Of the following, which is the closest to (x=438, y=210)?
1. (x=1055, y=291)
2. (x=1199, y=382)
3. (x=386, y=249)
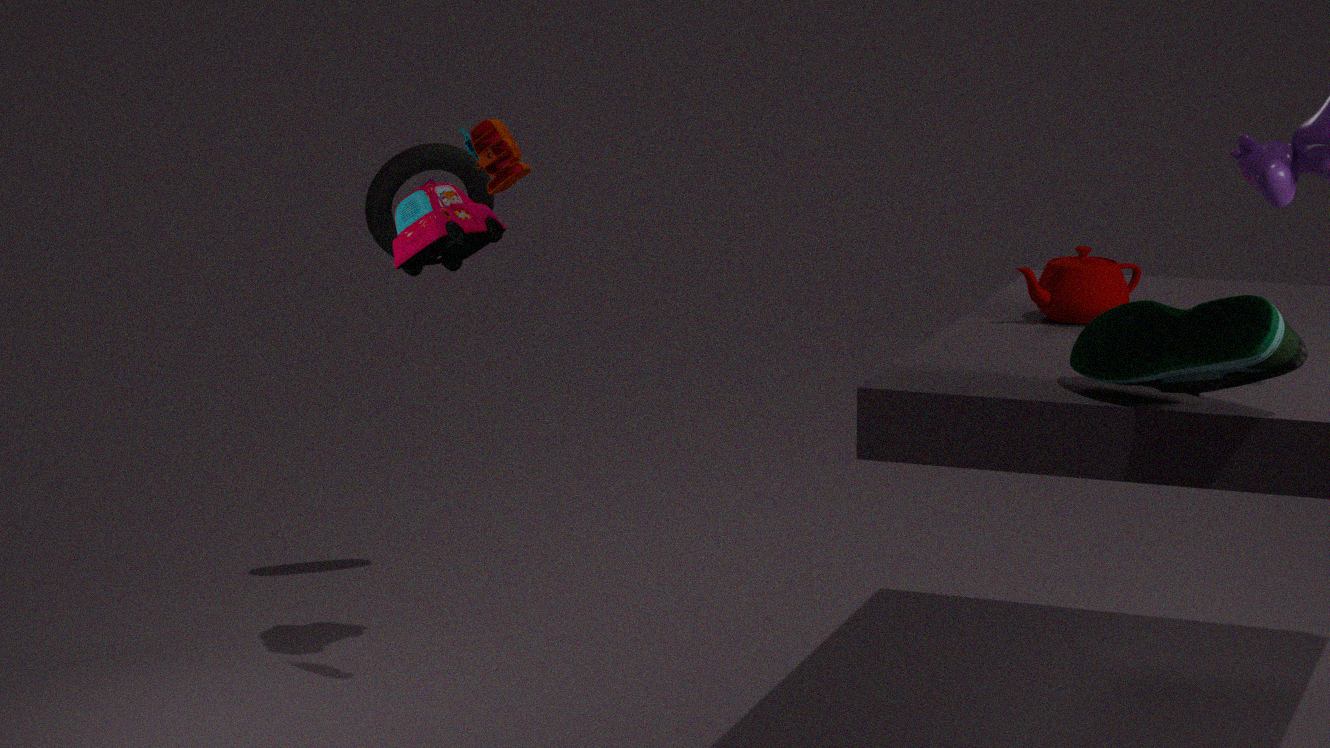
(x=386, y=249)
